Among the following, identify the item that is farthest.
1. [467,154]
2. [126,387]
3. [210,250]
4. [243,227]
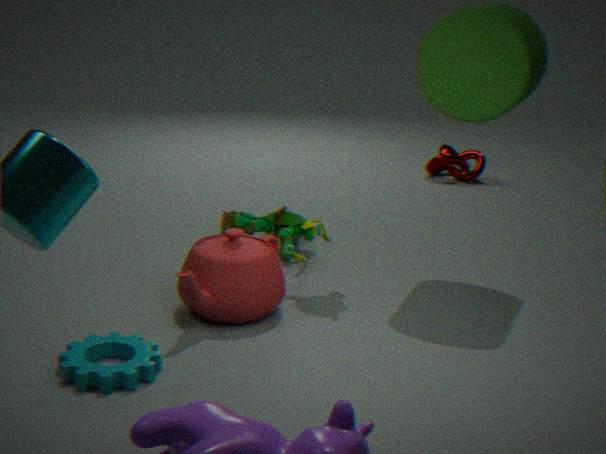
[467,154]
